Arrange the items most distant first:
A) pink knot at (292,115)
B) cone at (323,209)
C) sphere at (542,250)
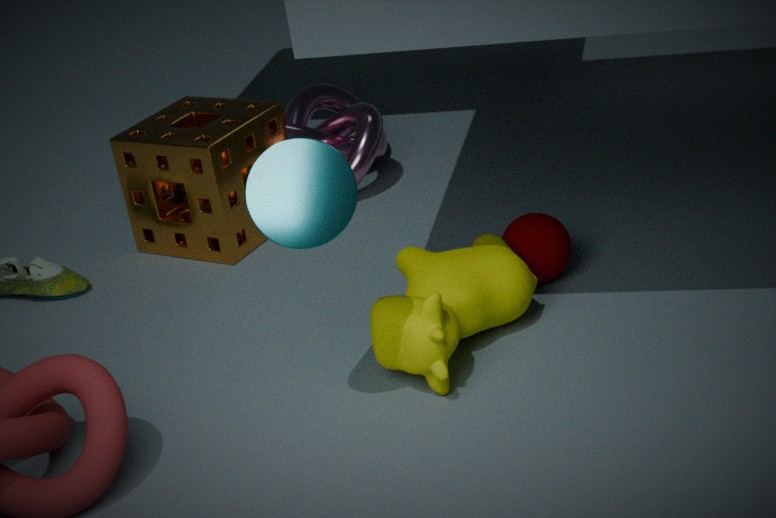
pink knot at (292,115) < sphere at (542,250) < cone at (323,209)
